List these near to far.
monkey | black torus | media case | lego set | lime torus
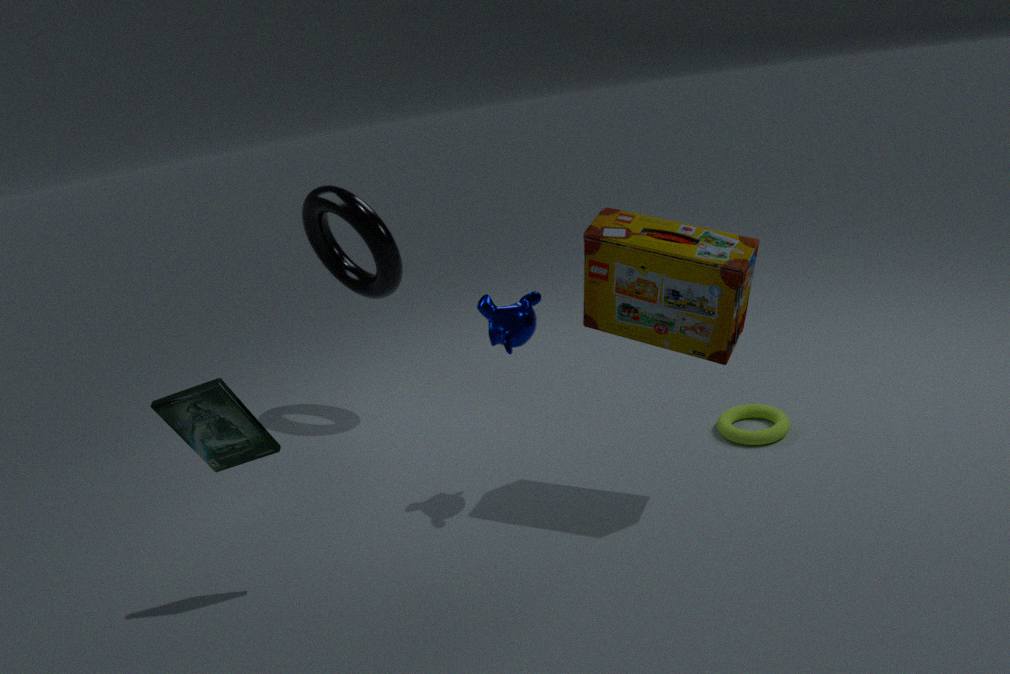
media case
lego set
monkey
lime torus
black torus
